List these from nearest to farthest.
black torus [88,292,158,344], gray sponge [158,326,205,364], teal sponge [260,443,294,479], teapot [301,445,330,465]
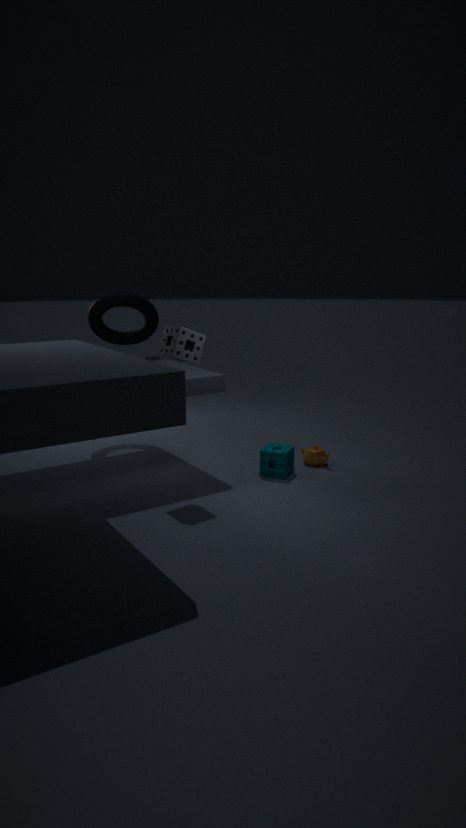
gray sponge [158,326,205,364]
teal sponge [260,443,294,479]
teapot [301,445,330,465]
black torus [88,292,158,344]
